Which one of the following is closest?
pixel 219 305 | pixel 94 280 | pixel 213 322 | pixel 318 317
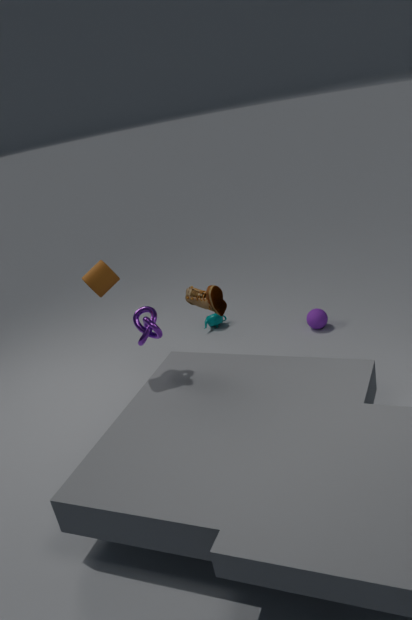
pixel 94 280
